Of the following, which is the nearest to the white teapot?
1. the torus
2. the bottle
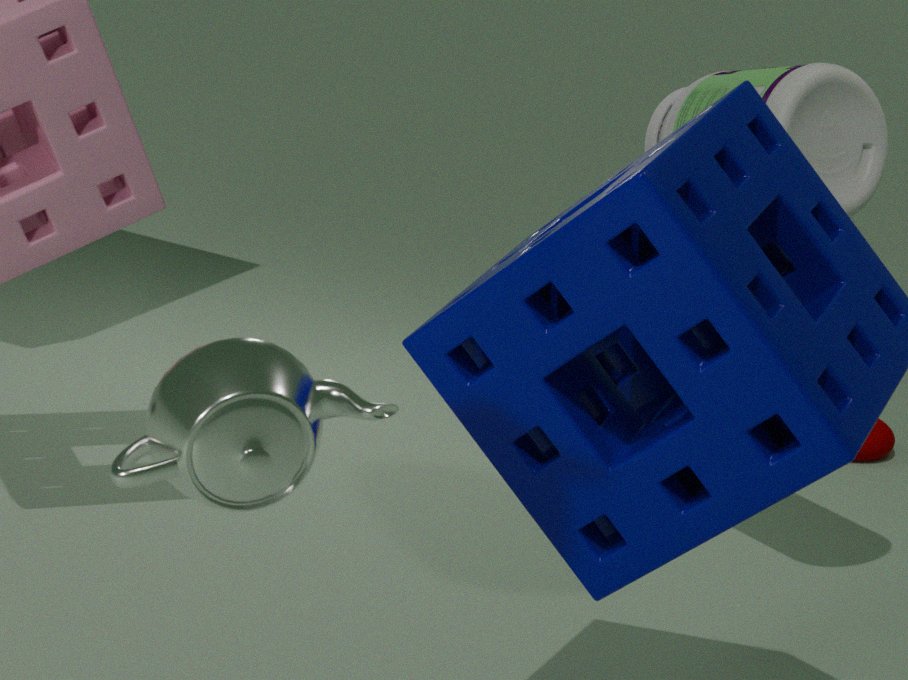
the bottle
